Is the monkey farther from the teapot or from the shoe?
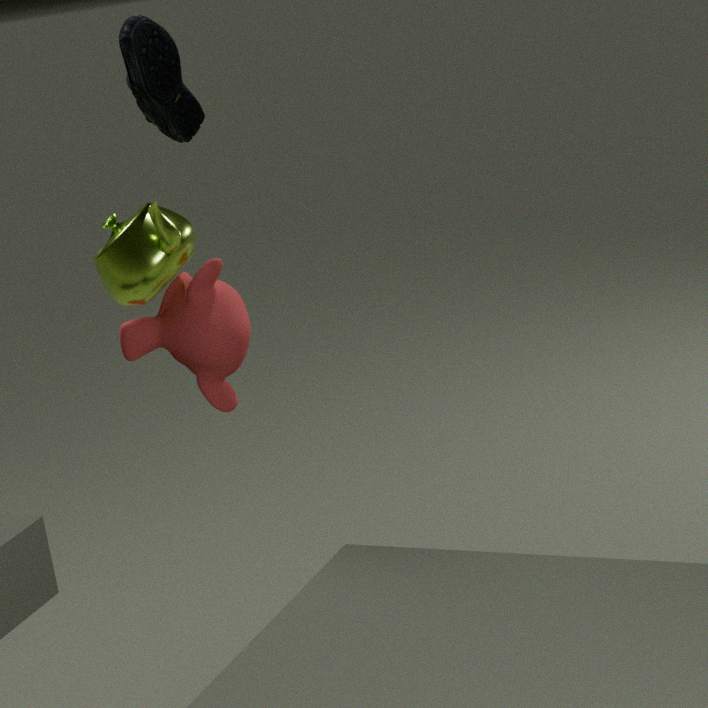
the shoe
